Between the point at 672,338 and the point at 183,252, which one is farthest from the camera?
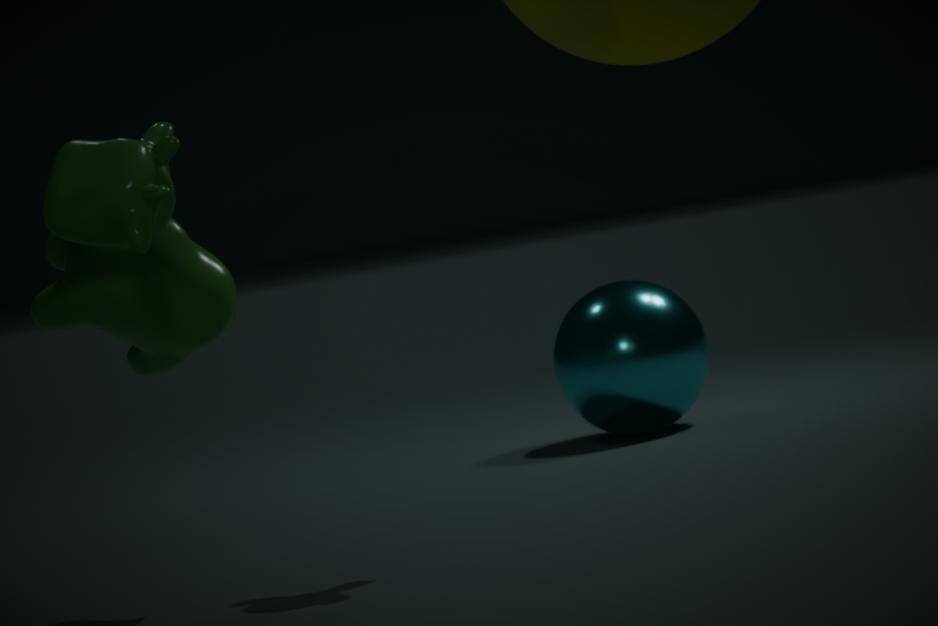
the point at 672,338
